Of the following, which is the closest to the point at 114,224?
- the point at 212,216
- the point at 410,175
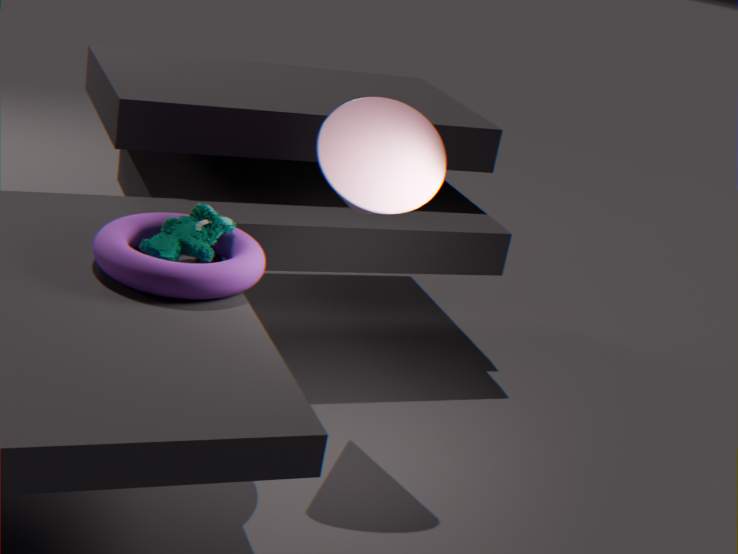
the point at 212,216
